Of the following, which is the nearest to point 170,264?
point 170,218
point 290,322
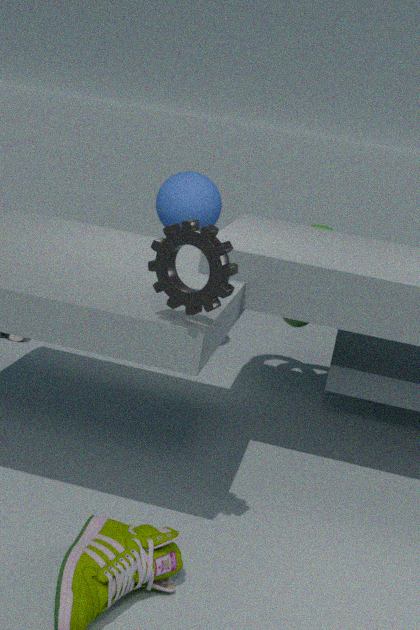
point 290,322
